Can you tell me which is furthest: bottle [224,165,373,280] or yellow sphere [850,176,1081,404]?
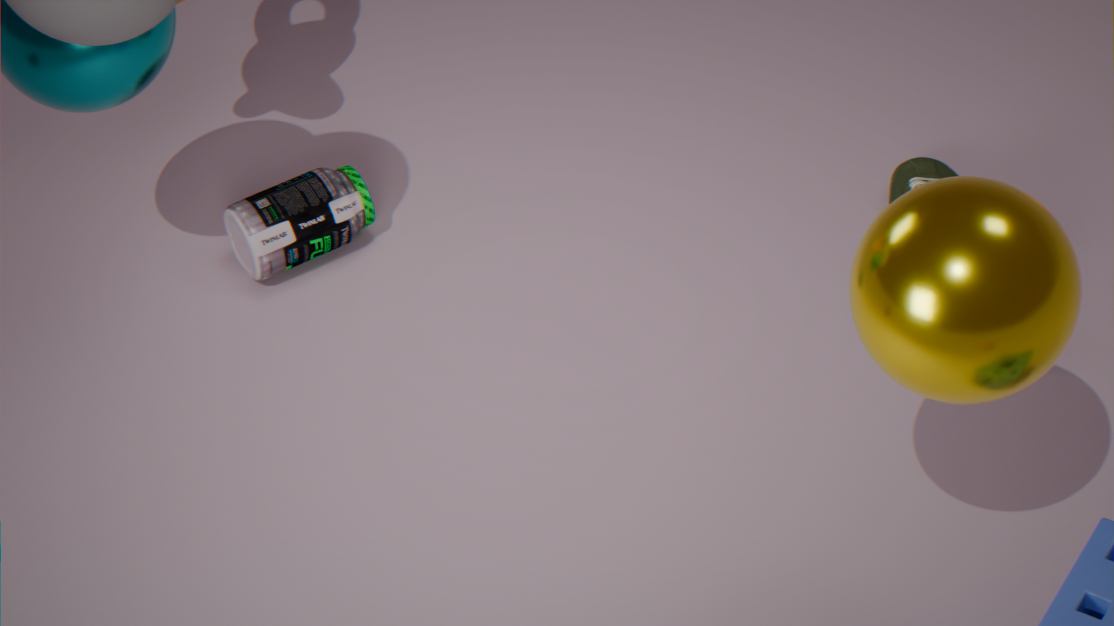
bottle [224,165,373,280]
